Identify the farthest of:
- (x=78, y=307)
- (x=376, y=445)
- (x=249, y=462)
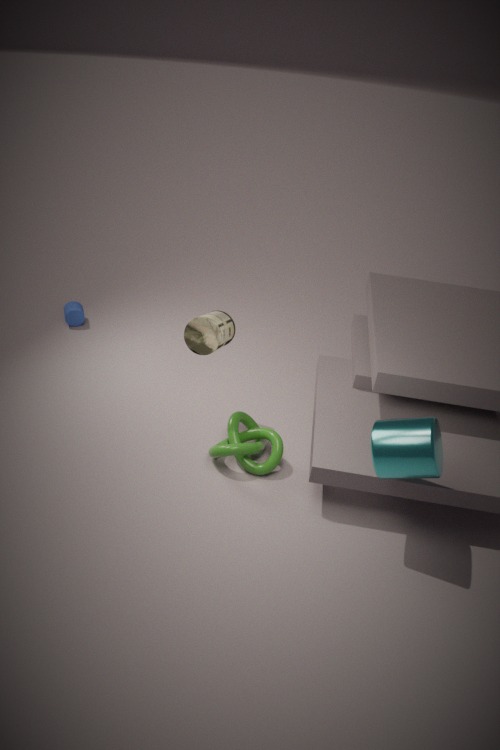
(x=78, y=307)
